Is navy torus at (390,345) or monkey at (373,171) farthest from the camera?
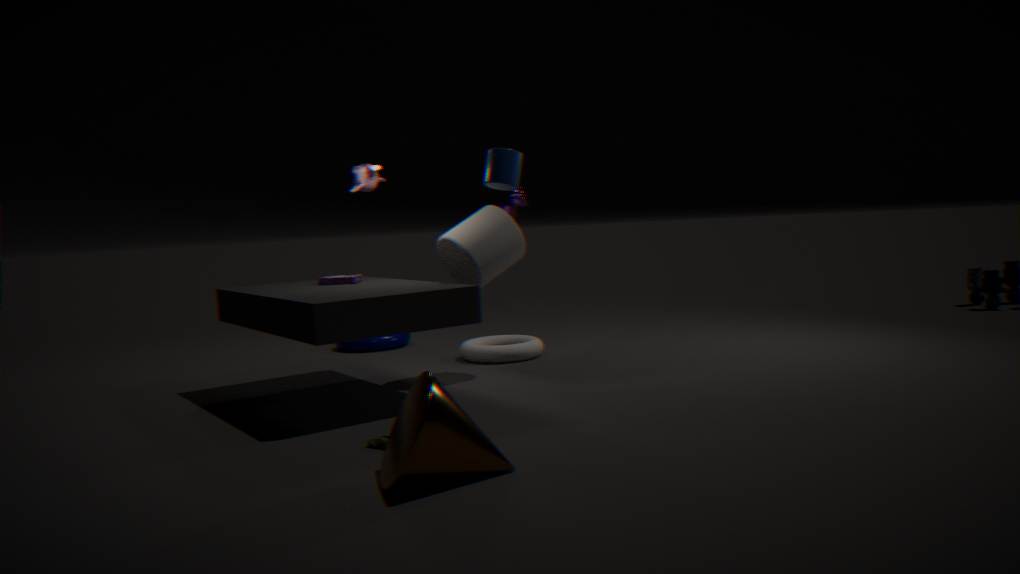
navy torus at (390,345)
